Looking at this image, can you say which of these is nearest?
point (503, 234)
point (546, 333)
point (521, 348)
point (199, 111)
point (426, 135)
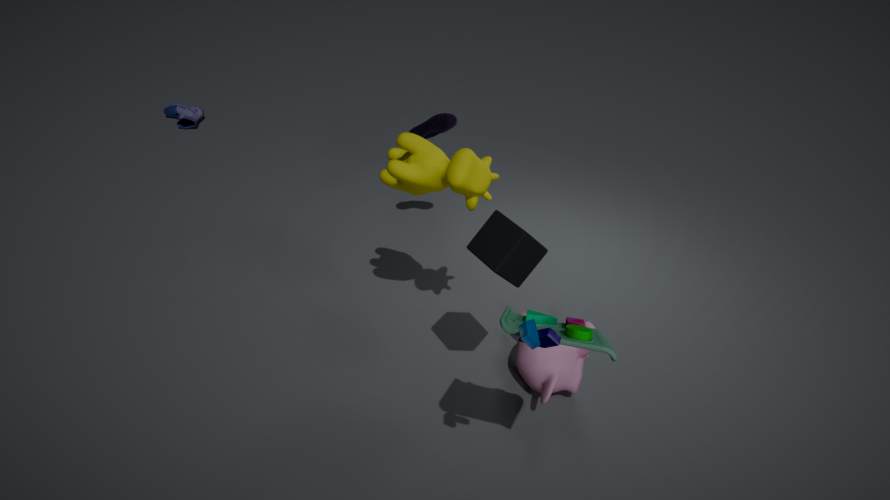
point (546, 333)
